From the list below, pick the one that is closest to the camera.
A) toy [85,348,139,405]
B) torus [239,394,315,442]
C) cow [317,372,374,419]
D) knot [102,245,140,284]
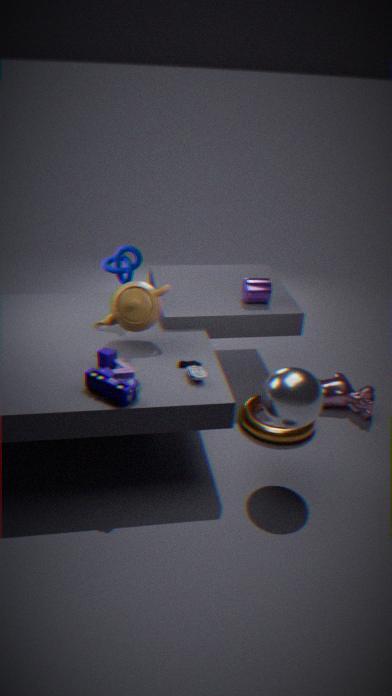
toy [85,348,139,405]
